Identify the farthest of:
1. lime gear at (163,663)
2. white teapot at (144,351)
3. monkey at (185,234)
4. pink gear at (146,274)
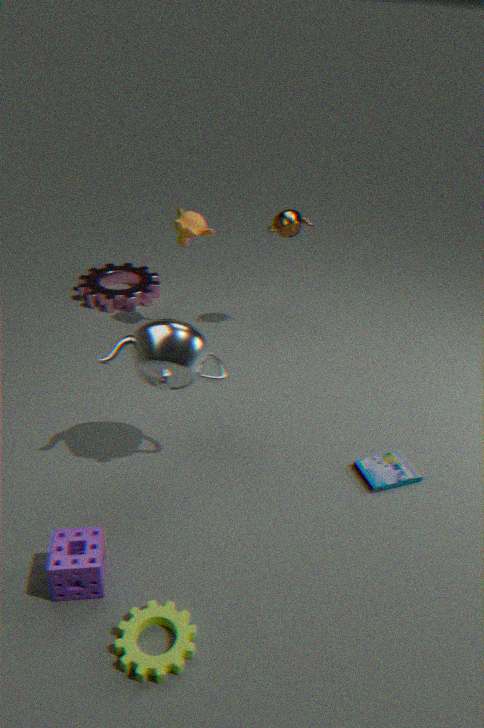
pink gear at (146,274)
